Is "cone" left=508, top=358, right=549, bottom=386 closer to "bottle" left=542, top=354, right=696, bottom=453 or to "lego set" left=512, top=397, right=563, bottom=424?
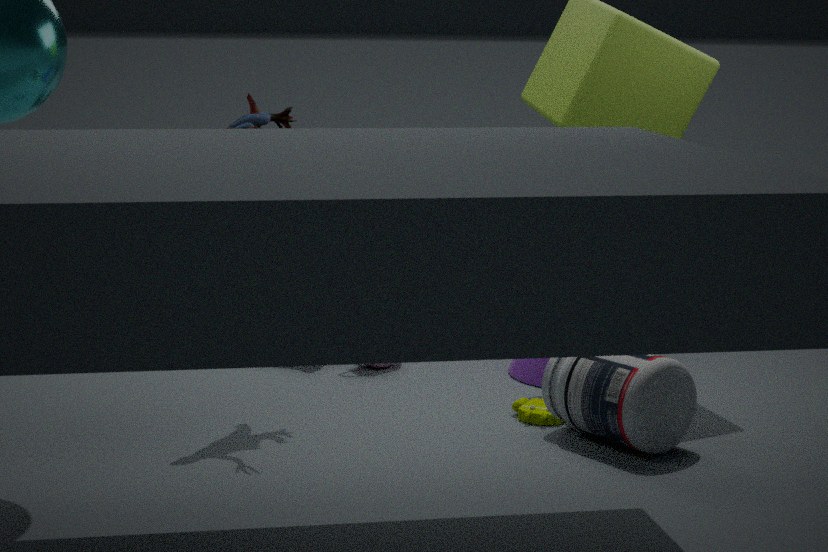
"lego set" left=512, top=397, right=563, bottom=424
